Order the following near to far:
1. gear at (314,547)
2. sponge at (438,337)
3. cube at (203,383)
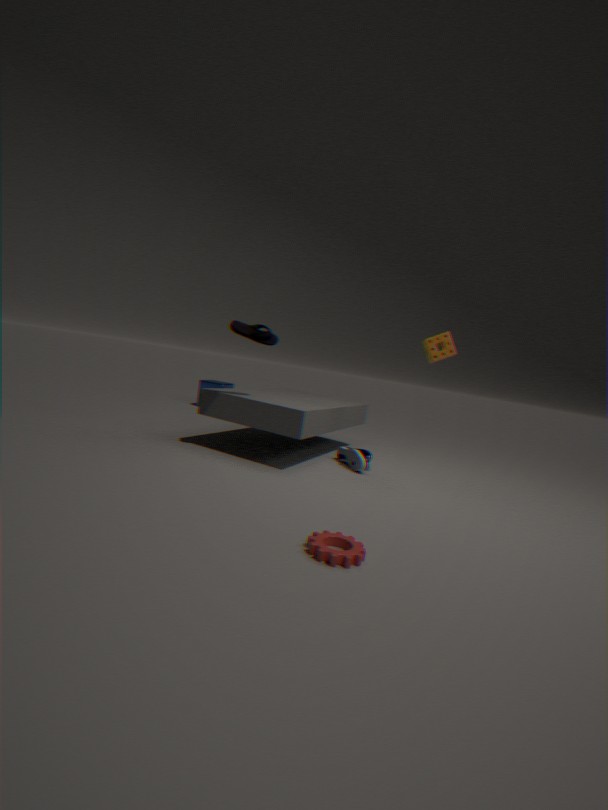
gear at (314,547) → sponge at (438,337) → cube at (203,383)
